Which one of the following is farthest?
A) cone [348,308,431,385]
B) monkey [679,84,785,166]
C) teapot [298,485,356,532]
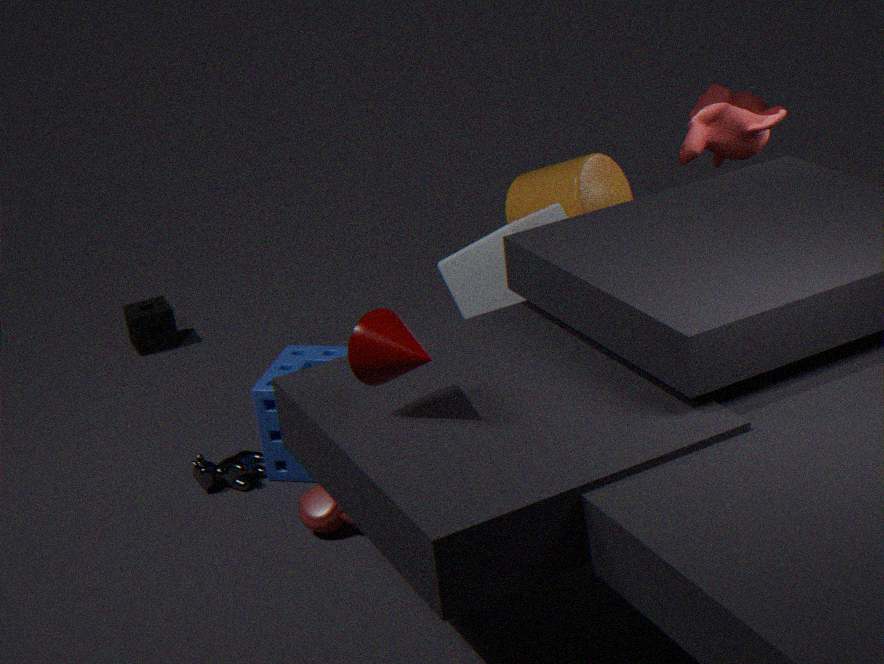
monkey [679,84,785,166]
